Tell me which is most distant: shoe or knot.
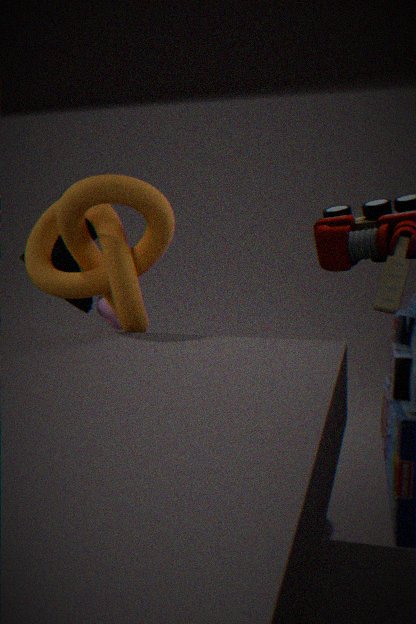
shoe
